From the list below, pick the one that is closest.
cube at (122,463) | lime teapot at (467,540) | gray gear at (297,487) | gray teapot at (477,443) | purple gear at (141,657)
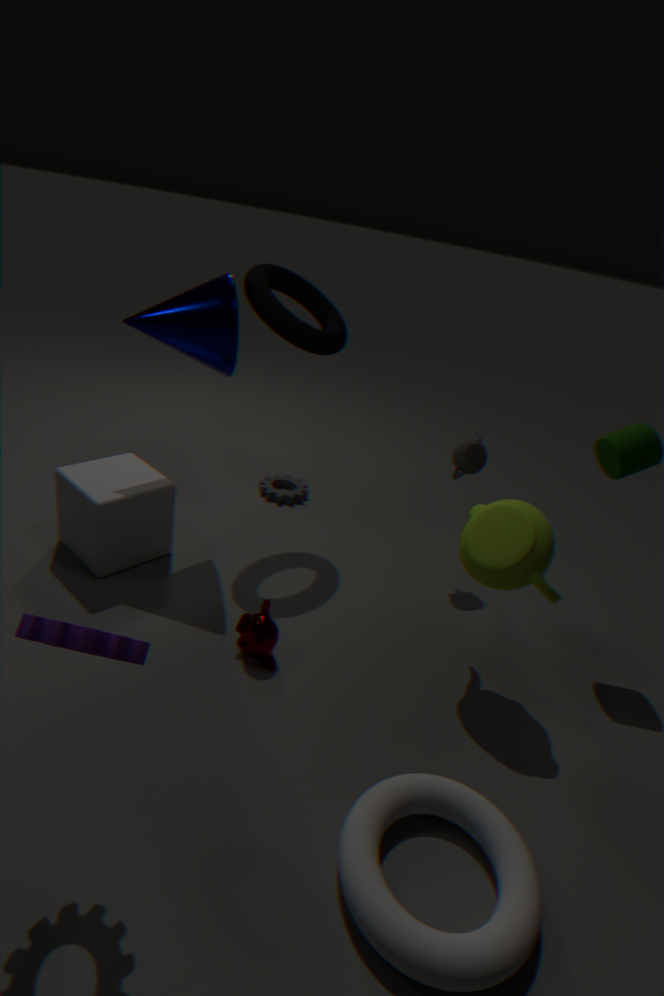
purple gear at (141,657)
